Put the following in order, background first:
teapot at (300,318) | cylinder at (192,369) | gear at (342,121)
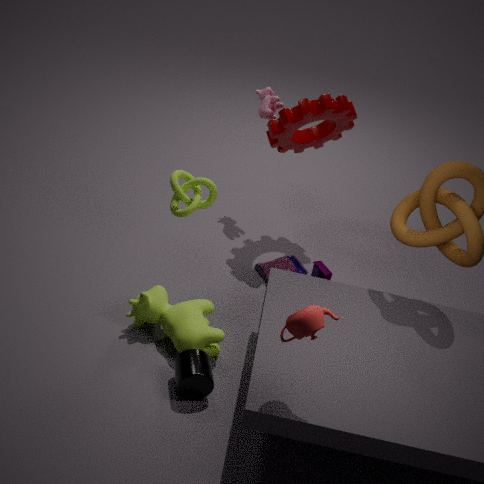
gear at (342,121) → cylinder at (192,369) → teapot at (300,318)
